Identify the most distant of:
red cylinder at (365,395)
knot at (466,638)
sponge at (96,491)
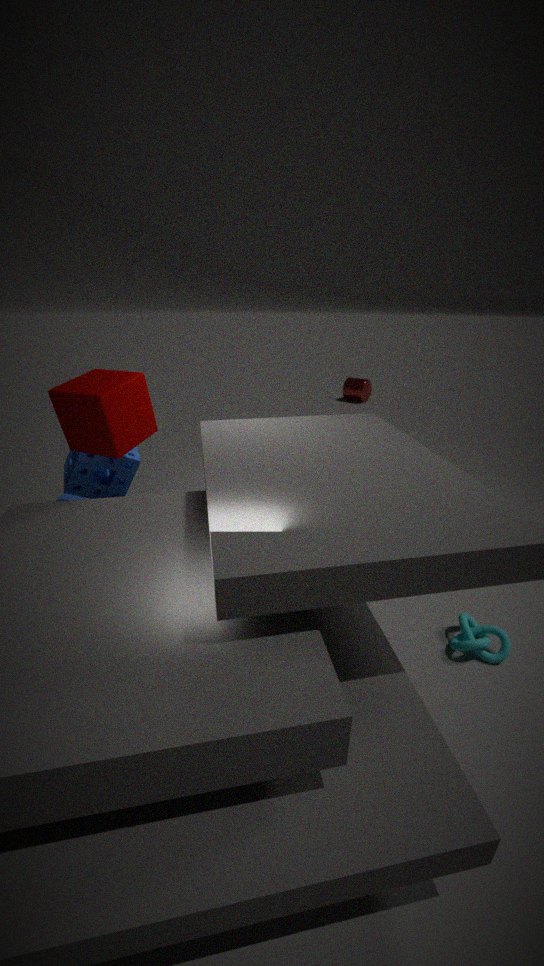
red cylinder at (365,395)
